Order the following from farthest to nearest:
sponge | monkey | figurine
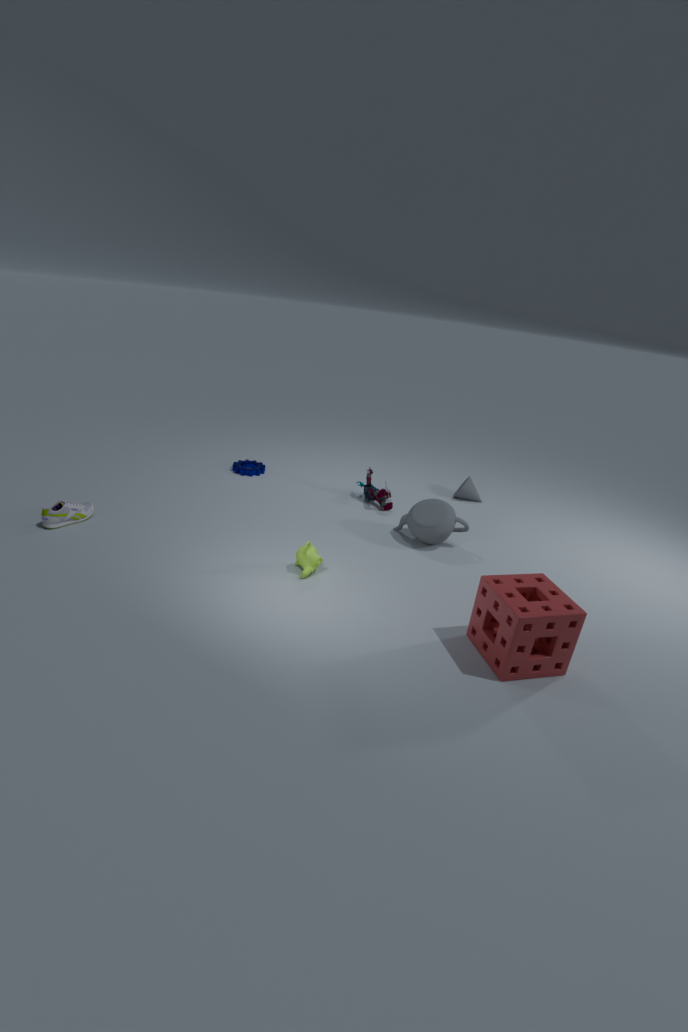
1. figurine
2. monkey
3. sponge
